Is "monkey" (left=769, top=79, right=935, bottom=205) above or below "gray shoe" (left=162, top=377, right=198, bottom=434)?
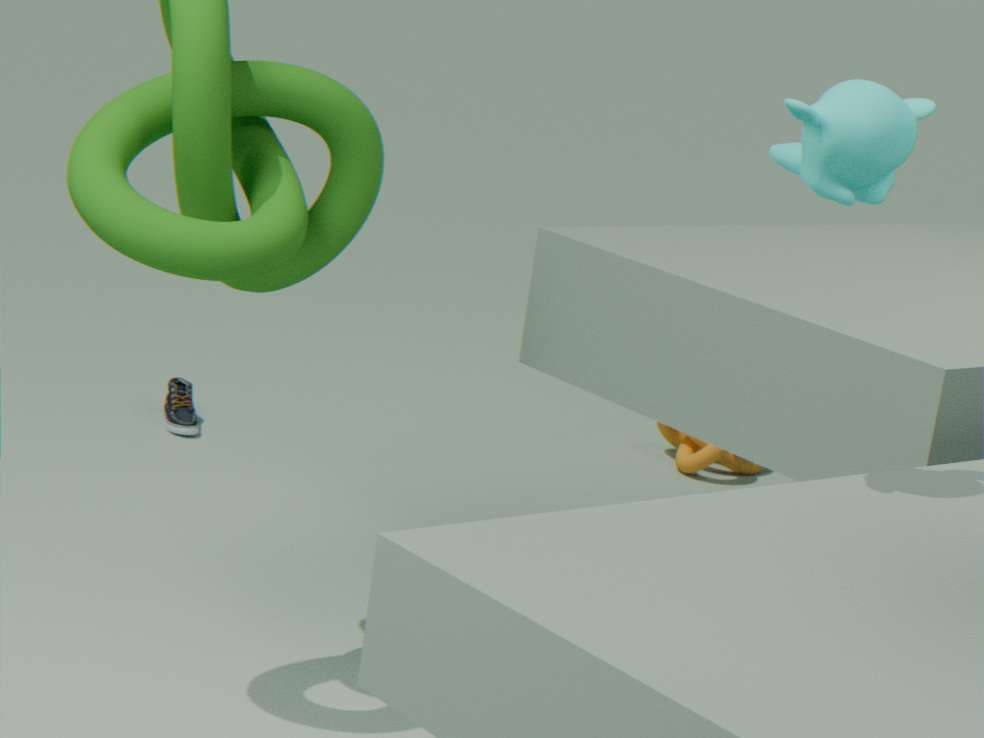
above
